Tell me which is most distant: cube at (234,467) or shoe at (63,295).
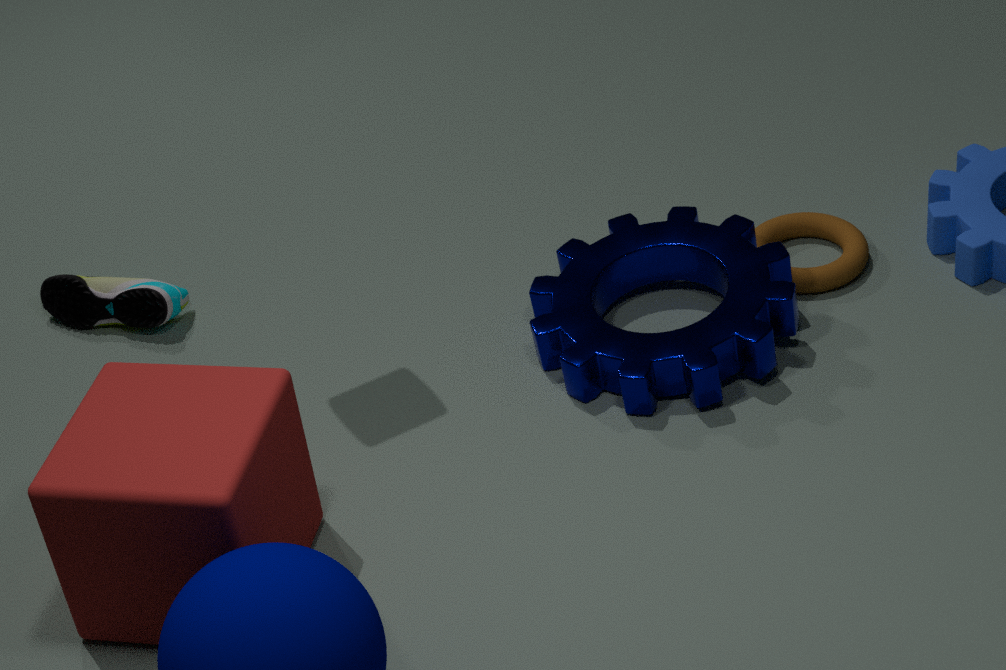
shoe at (63,295)
